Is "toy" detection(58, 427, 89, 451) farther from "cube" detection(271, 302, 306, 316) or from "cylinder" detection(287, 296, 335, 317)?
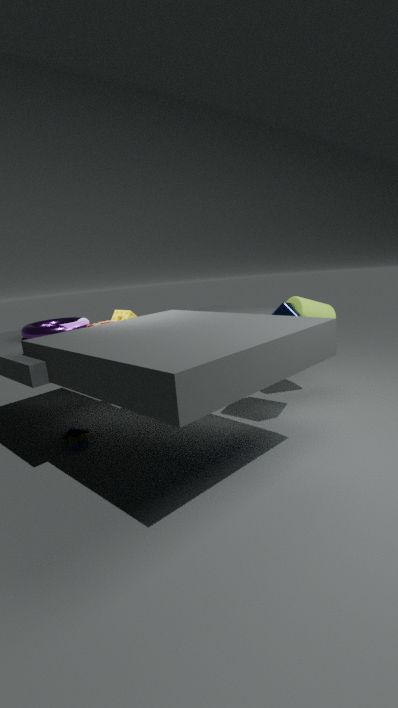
"cylinder" detection(287, 296, 335, 317)
